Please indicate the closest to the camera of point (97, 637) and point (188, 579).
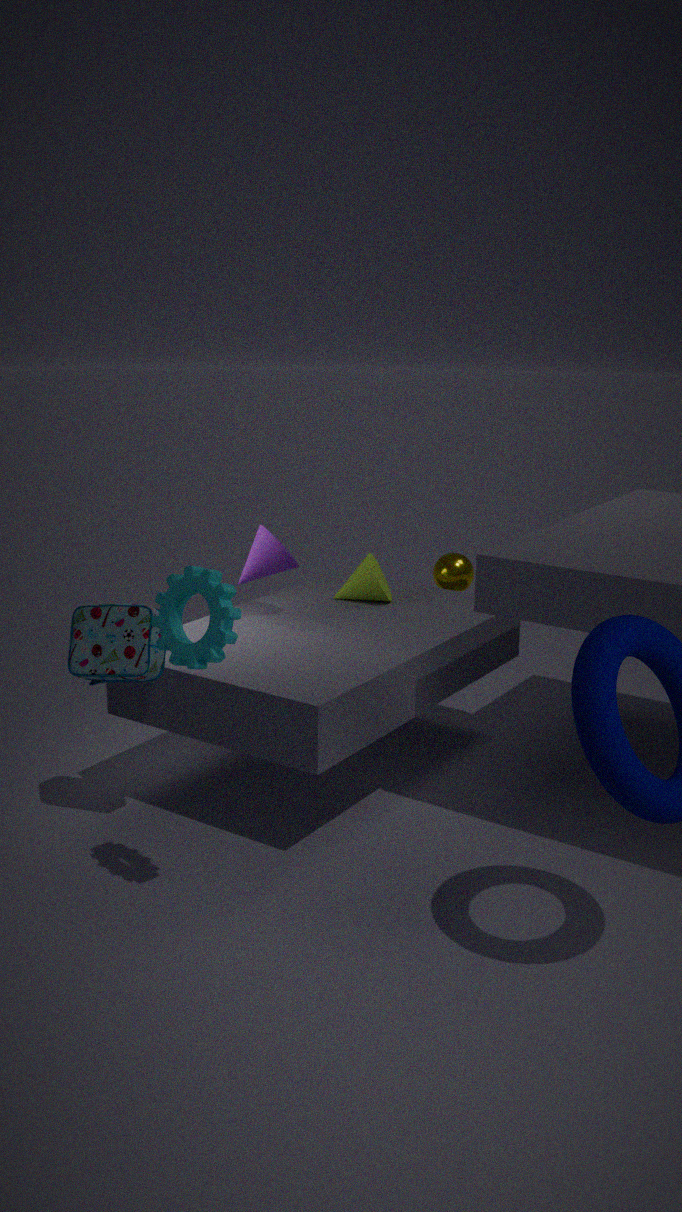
point (188, 579)
